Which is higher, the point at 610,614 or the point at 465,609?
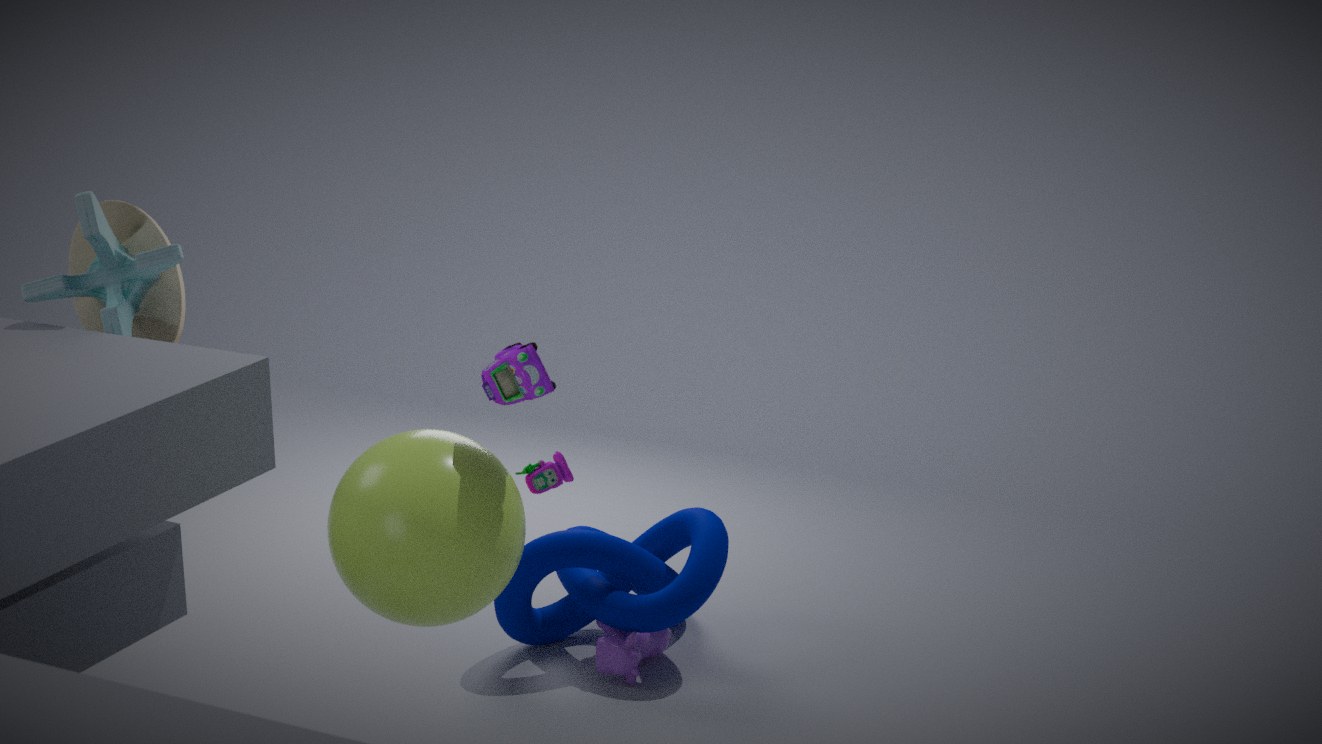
the point at 465,609
